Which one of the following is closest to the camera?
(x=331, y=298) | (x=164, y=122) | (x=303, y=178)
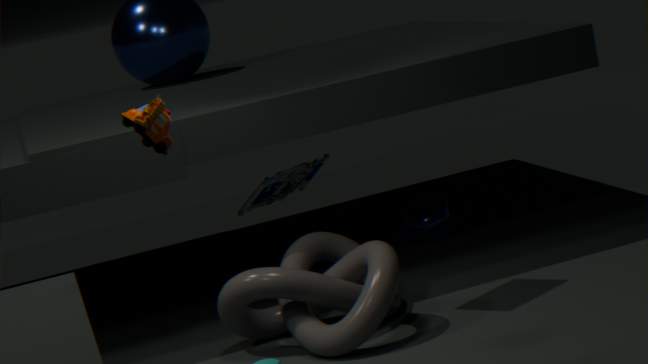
(x=164, y=122)
